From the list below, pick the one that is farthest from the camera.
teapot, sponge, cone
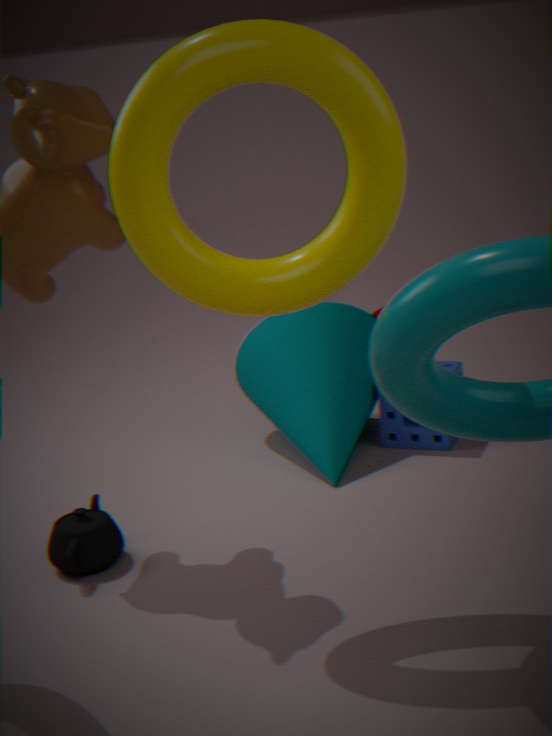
sponge
